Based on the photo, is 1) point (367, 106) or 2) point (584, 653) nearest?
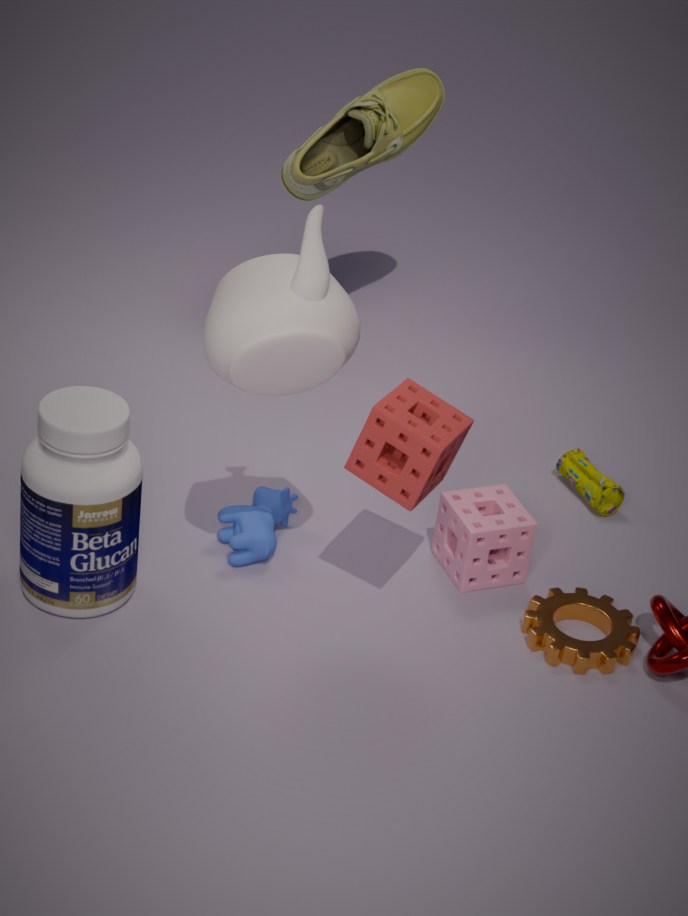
2. point (584, 653)
